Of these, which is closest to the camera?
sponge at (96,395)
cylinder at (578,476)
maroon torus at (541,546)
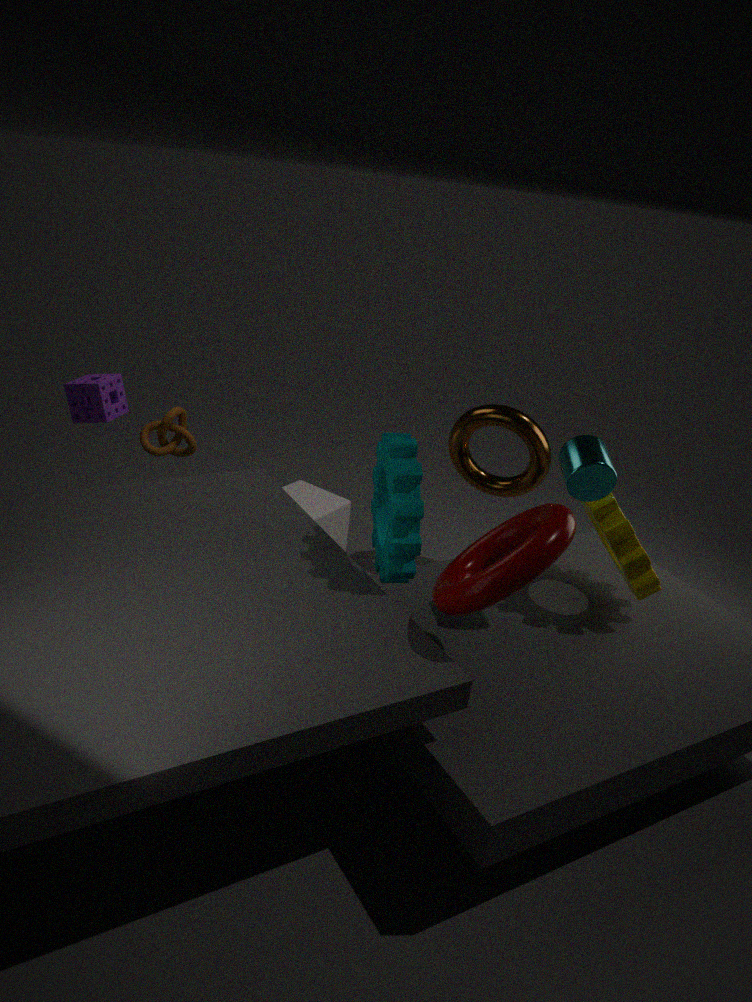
maroon torus at (541,546)
